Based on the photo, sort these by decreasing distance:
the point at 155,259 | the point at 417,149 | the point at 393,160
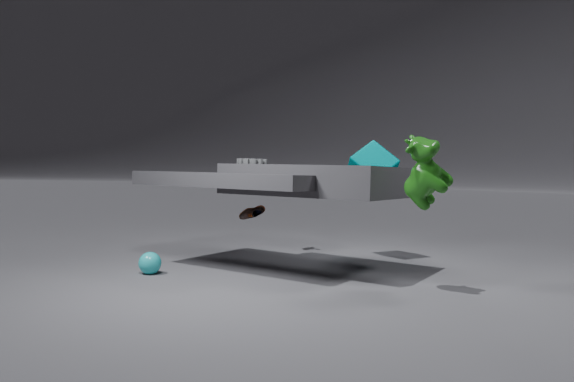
the point at 393,160 → the point at 155,259 → the point at 417,149
